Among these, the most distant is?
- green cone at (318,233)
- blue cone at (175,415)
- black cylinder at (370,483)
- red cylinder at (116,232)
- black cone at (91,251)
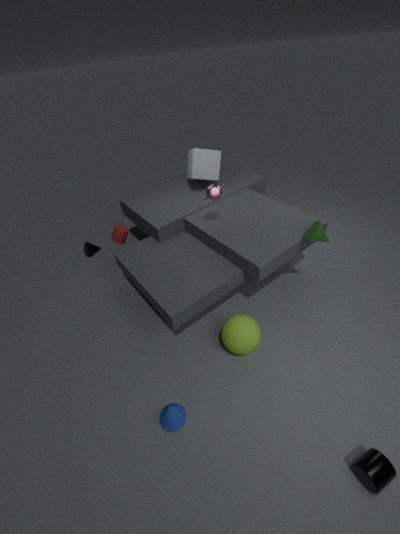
black cone at (91,251)
